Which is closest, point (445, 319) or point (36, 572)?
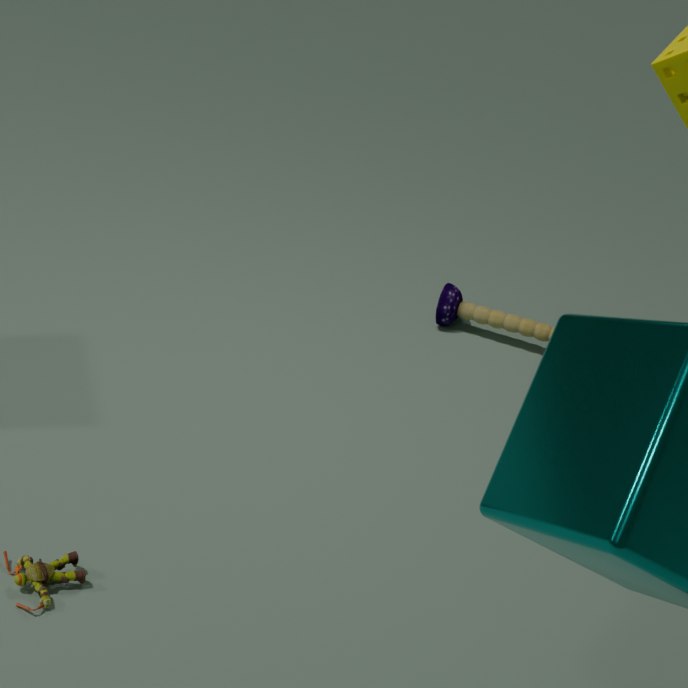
point (36, 572)
